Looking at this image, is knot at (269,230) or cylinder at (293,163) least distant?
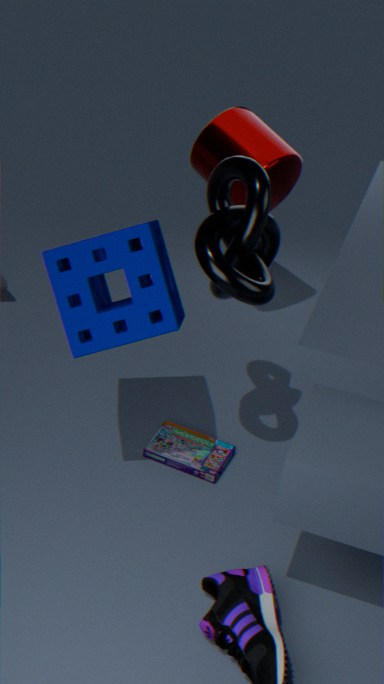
knot at (269,230)
